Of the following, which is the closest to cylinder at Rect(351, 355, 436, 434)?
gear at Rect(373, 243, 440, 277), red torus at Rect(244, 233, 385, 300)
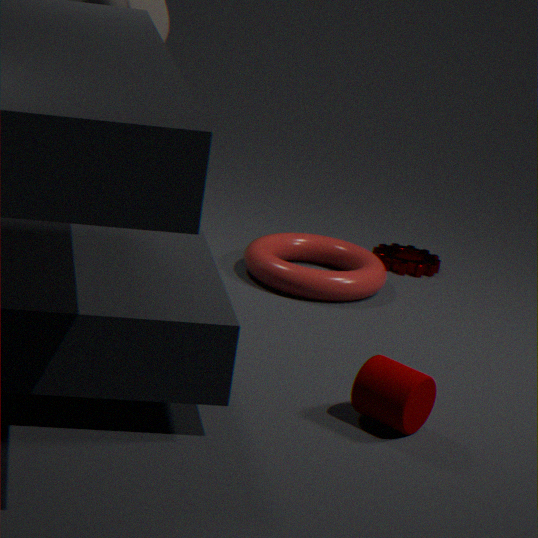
red torus at Rect(244, 233, 385, 300)
